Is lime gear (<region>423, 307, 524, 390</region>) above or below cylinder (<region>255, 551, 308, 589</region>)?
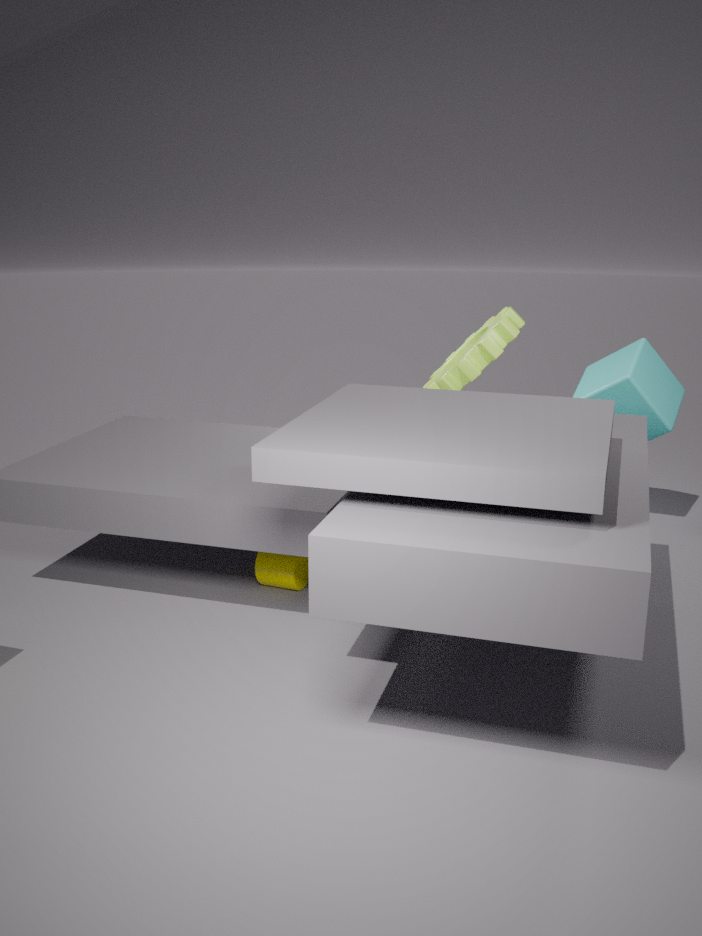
above
